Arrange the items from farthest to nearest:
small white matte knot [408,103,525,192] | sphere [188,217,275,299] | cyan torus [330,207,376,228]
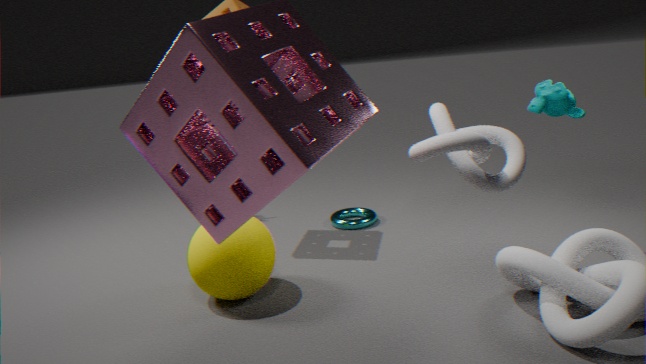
cyan torus [330,207,376,228]
sphere [188,217,275,299]
small white matte knot [408,103,525,192]
